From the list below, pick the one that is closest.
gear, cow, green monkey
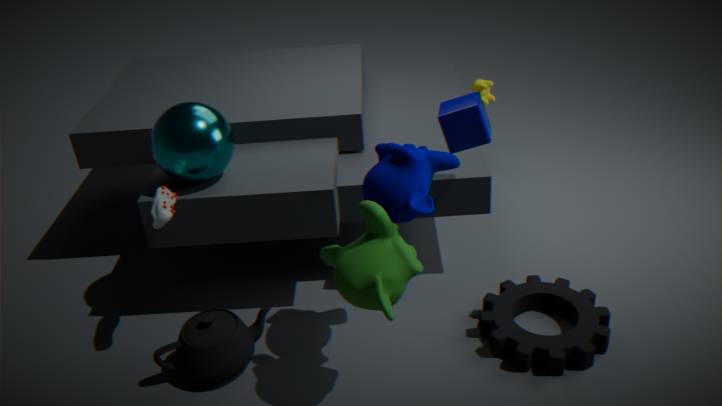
green monkey
